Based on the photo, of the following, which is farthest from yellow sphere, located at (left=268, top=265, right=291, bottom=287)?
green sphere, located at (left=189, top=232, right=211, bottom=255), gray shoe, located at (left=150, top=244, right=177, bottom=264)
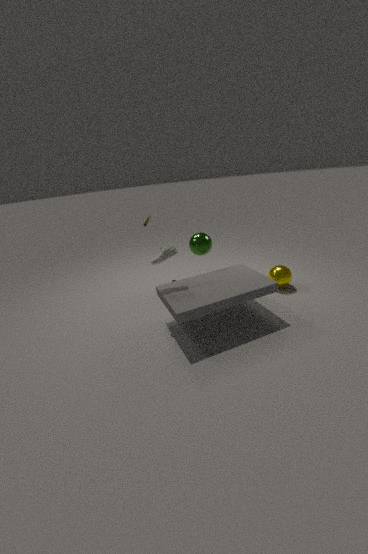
gray shoe, located at (left=150, top=244, right=177, bottom=264)
